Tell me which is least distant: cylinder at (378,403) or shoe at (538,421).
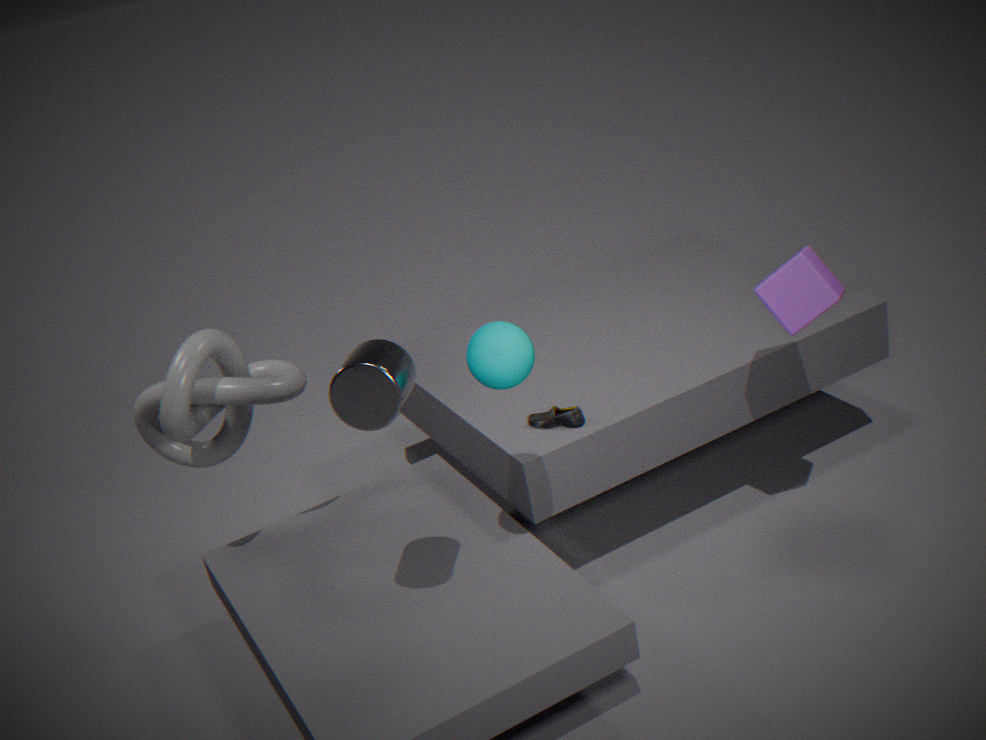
cylinder at (378,403)
